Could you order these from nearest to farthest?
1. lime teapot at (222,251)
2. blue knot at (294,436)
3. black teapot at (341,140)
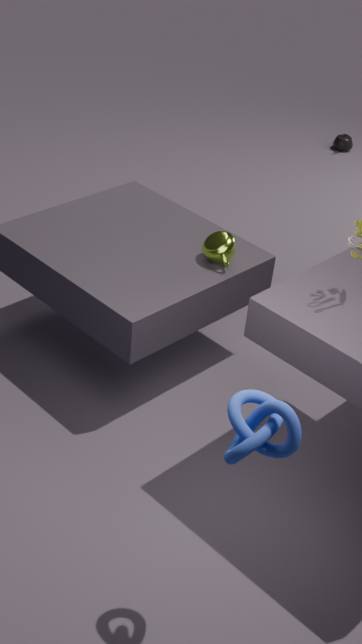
blue knot at (294,436) → lime teapot at (222,251) → black teapot at (341,140)
